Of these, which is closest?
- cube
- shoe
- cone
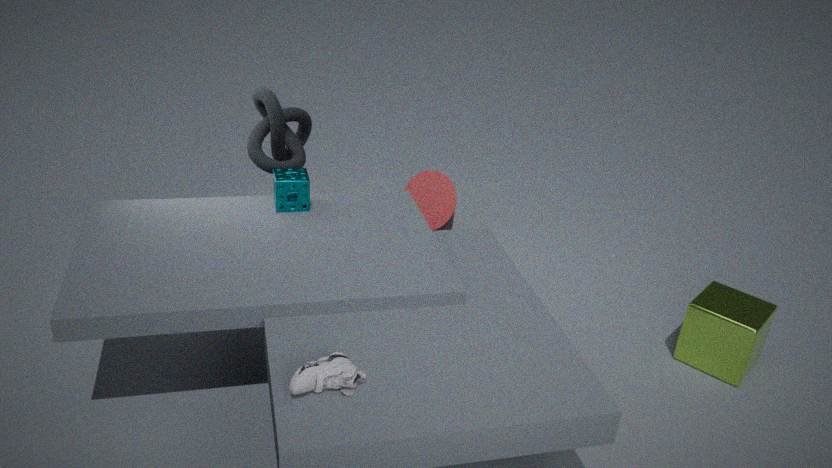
shoe
